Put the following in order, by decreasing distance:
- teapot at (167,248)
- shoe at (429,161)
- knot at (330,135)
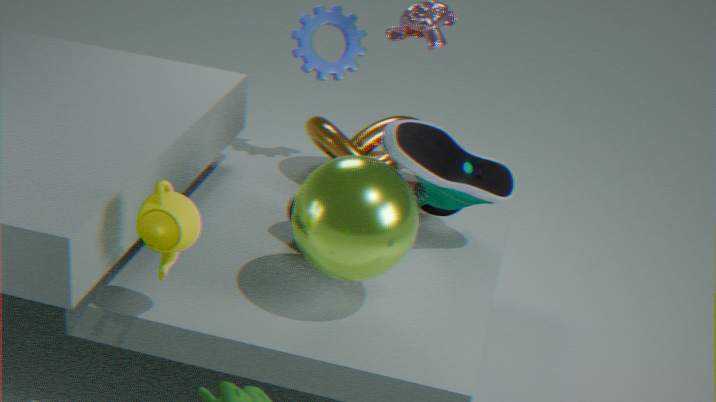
knot at (330,135) → shoe at (429,161) → teapot at (167,248)
